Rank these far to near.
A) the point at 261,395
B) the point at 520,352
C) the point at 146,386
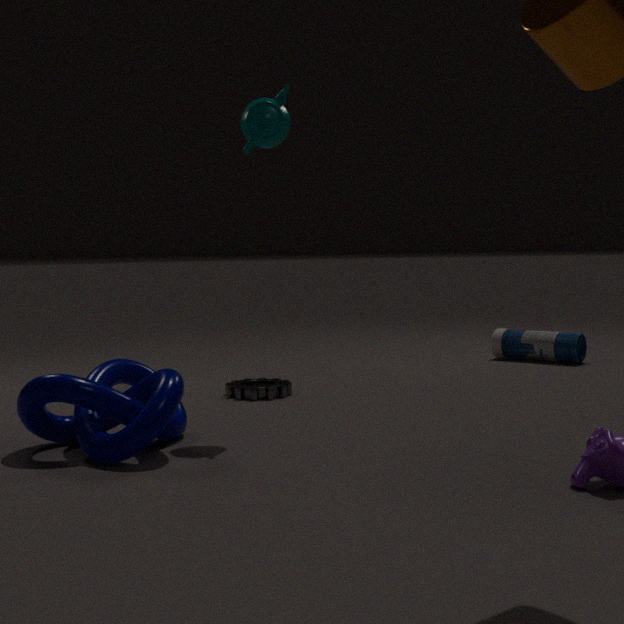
the point at 520,352
the point at 261,395
the point at 146,386
